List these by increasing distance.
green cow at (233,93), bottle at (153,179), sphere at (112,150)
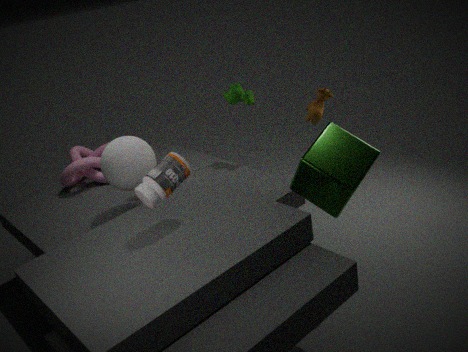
bottle at (153,179) → sphere at (112,150) → green cow at (233,93)
